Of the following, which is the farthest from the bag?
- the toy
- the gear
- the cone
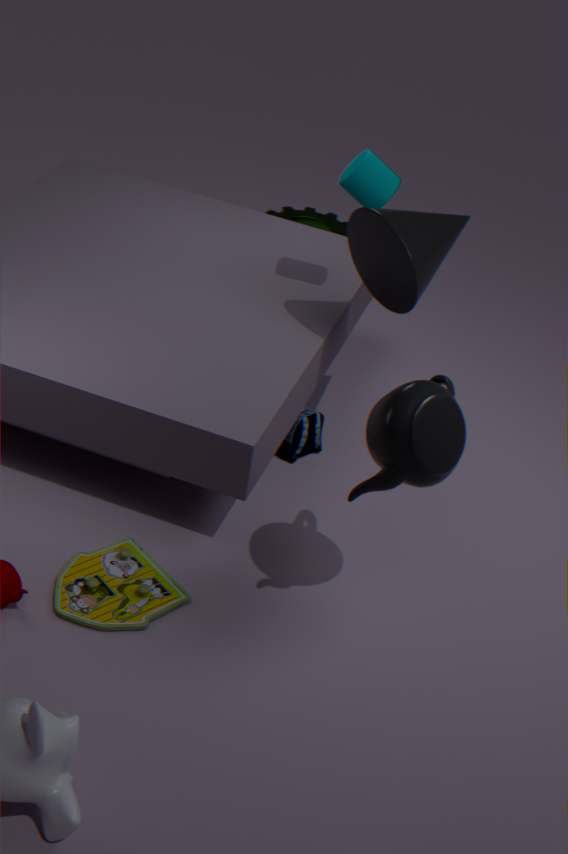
the gear
